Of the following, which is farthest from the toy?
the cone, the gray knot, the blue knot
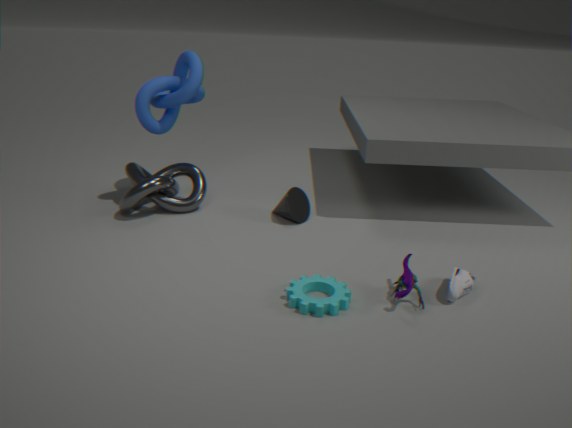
the blue knot
